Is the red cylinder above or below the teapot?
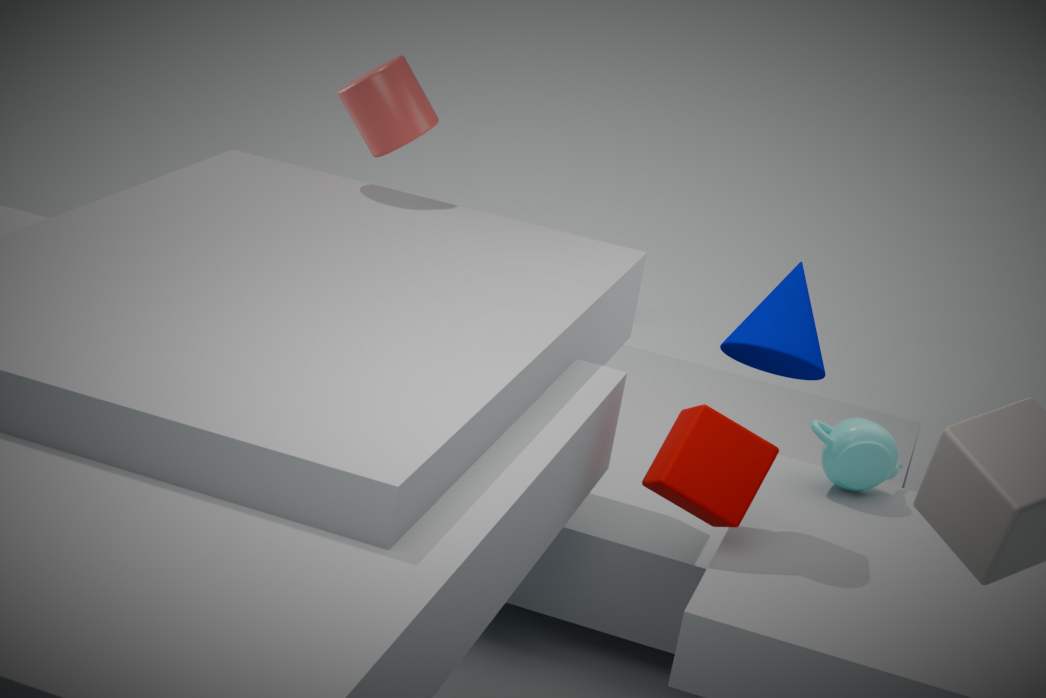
above
